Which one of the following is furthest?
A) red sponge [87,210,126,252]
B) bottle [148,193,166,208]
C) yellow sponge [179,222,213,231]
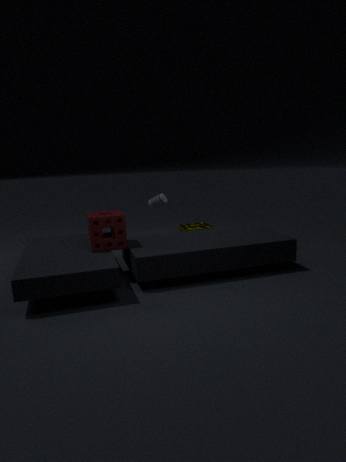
bottle [148,193,166,208]
